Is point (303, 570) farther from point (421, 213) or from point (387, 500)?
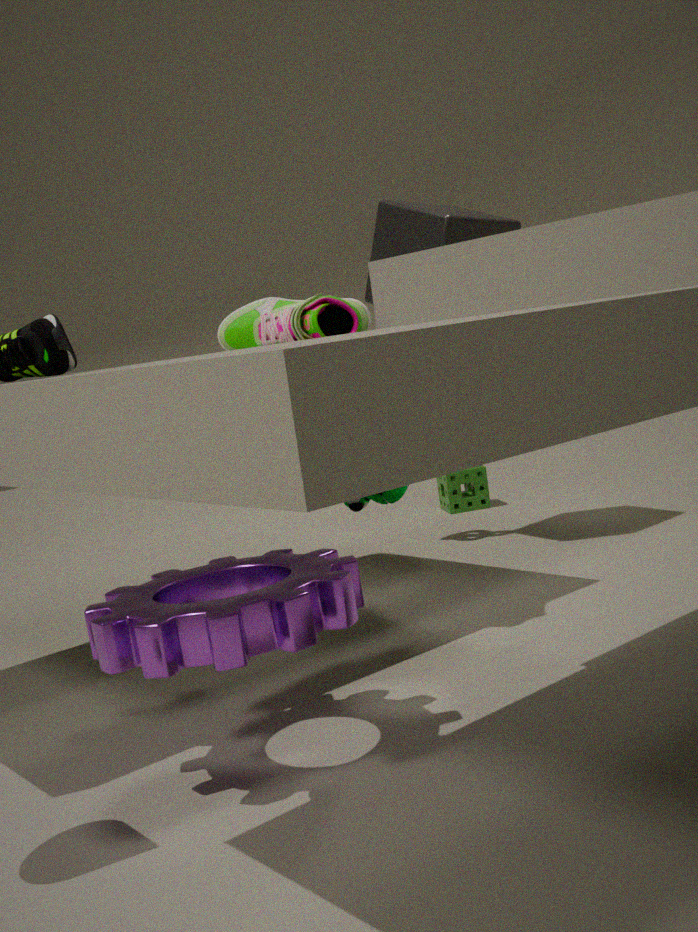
point (421, 213)
